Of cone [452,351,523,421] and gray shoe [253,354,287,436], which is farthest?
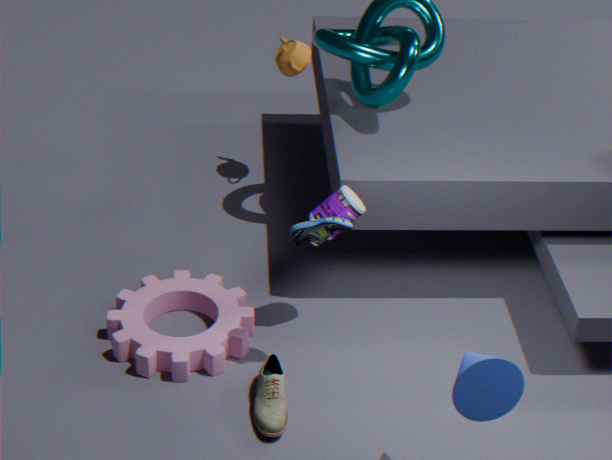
gray shoe [253,354,287,436]
